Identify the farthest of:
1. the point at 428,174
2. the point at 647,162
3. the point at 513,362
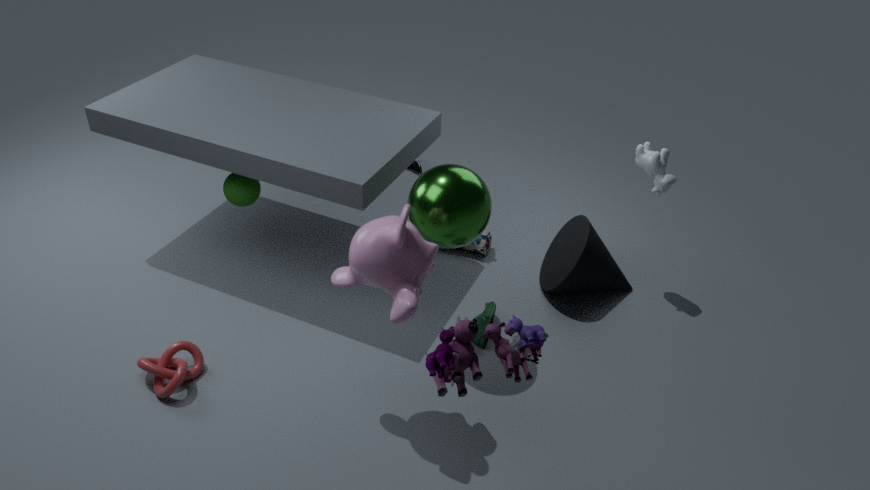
the point at 647,162
